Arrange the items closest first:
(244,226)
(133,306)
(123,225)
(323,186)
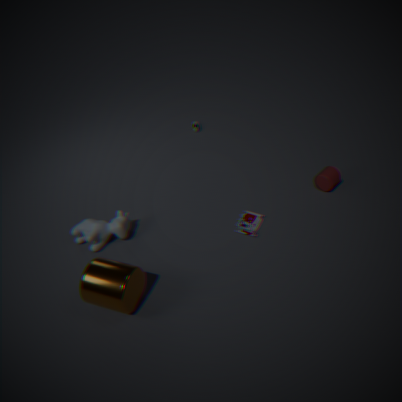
(133,306) < (123,225) < (244,226) < (323,186)
